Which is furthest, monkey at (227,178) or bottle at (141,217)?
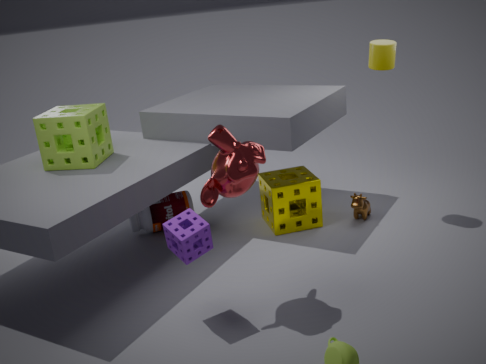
bottle at (141,217)
